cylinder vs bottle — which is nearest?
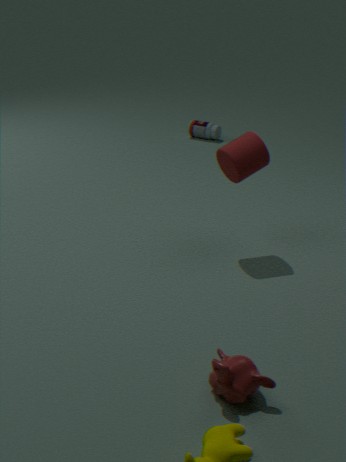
cylinder
